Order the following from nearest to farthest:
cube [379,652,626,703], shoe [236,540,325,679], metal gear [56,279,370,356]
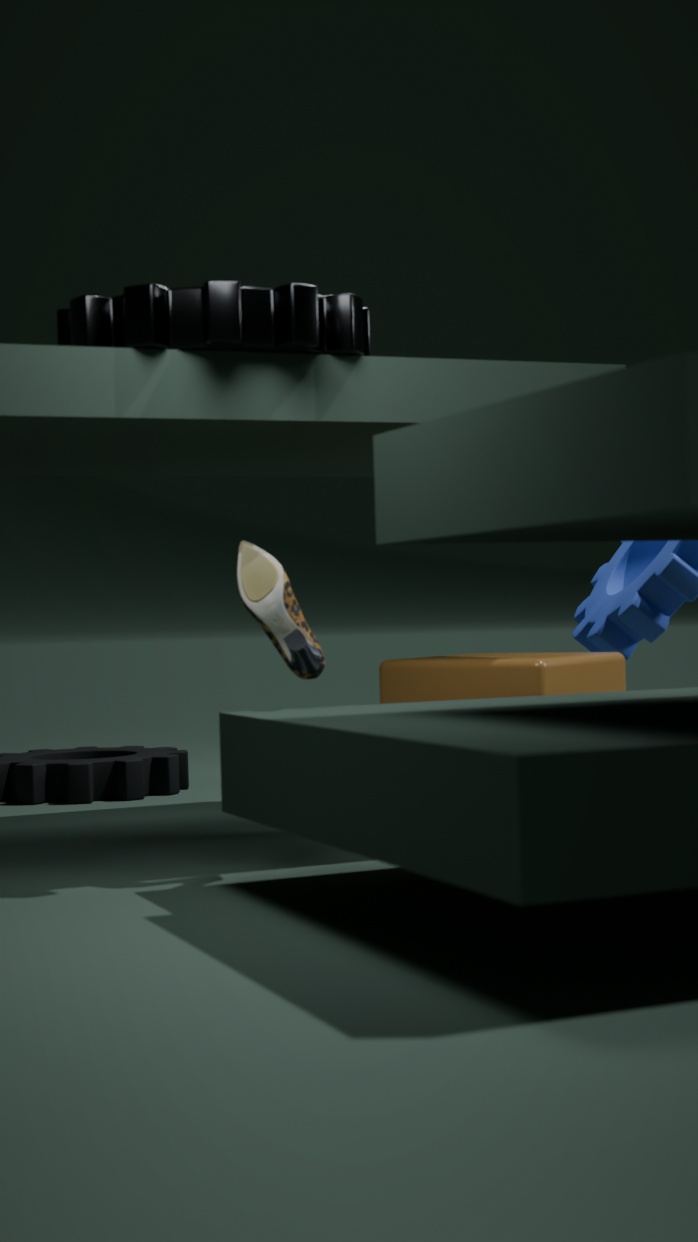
1. metal gear [56,279,370,356]
2. shoe [236,540,325,679]
3. cube [379,652,626,703]
